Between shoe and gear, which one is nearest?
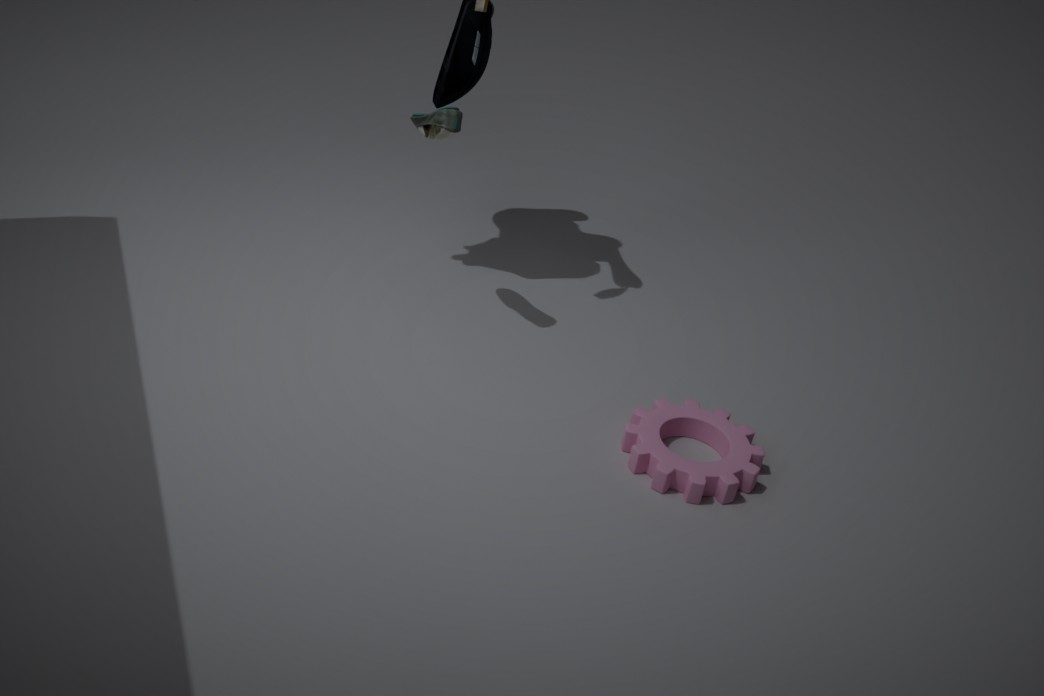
gear
